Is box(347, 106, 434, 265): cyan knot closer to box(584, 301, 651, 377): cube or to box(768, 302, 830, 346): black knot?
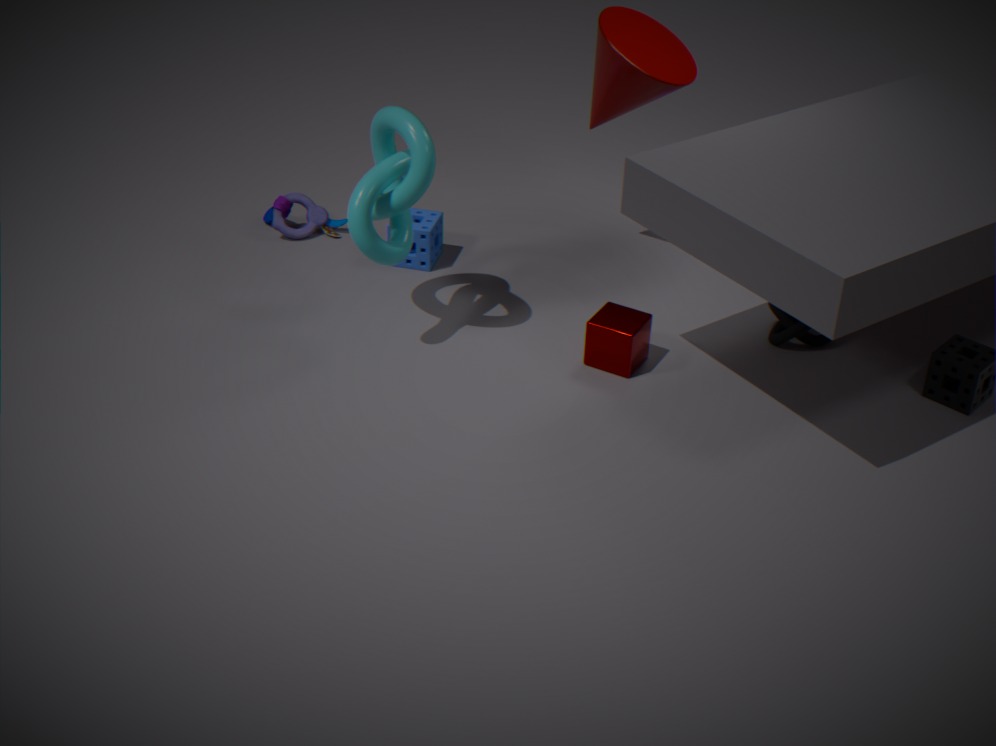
box(584, 301, 651, 377): cube
